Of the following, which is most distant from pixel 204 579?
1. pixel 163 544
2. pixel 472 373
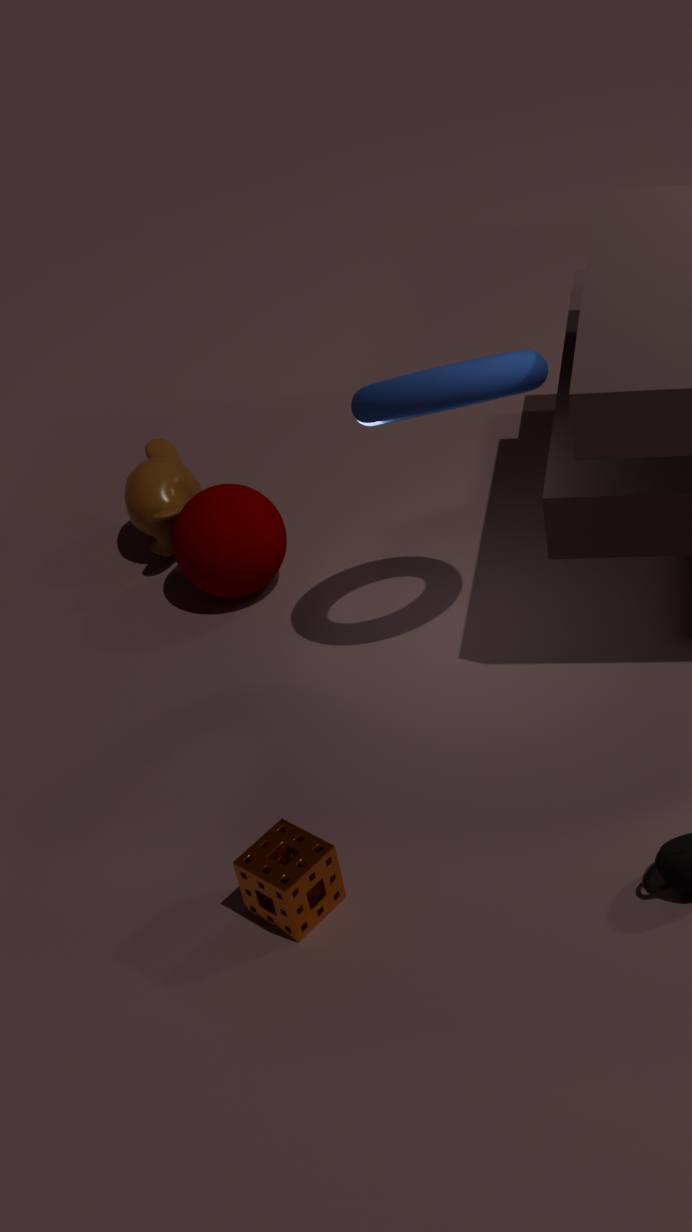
pixel 472 373
